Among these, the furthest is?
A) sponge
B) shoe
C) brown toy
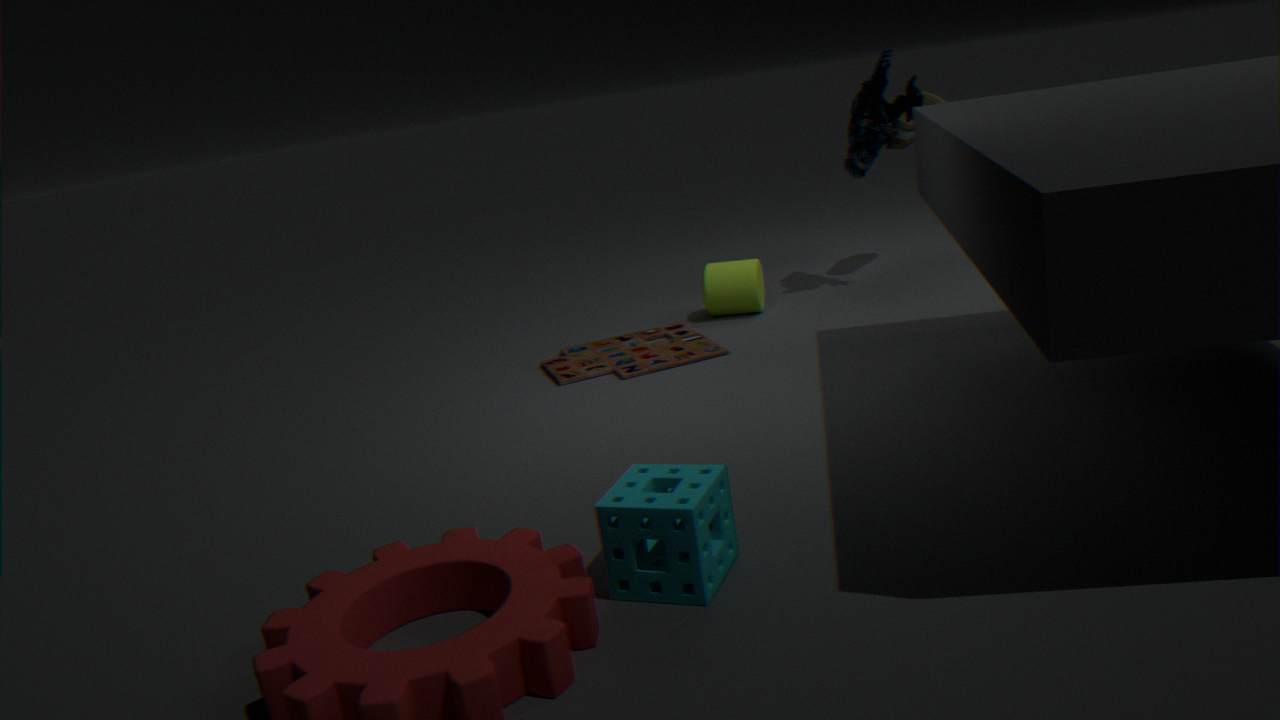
shoe
